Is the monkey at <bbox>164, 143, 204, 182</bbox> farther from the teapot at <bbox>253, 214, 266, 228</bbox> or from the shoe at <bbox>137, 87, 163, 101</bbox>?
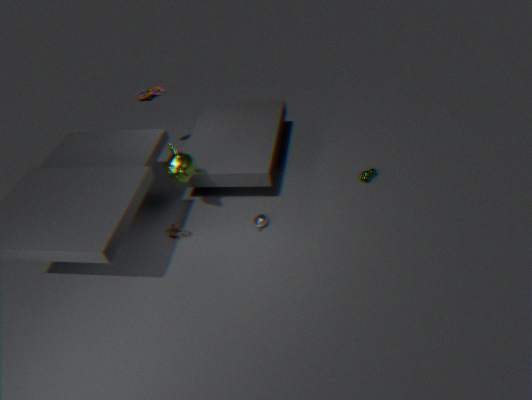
the shoe at <bbox>137, 87, 163, 101</bbox>
